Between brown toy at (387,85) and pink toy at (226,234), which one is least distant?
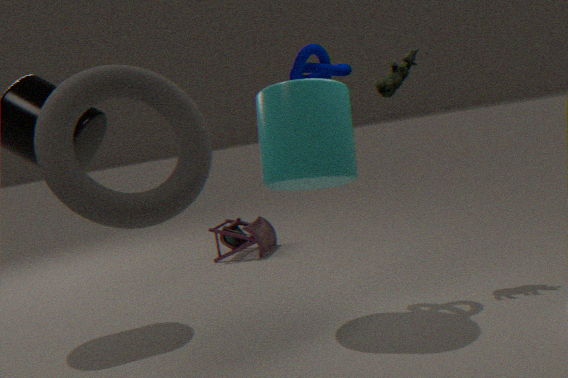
brown toy at (387,85)
